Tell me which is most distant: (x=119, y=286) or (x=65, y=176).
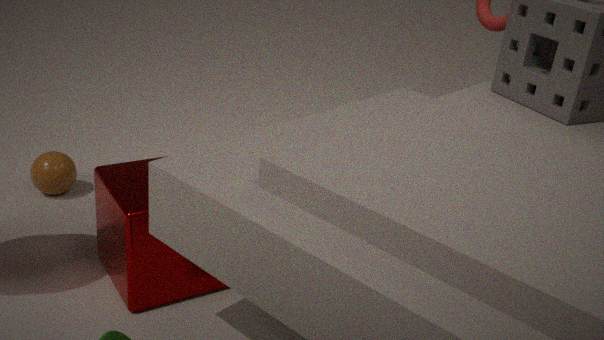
(x=65, y=176)
